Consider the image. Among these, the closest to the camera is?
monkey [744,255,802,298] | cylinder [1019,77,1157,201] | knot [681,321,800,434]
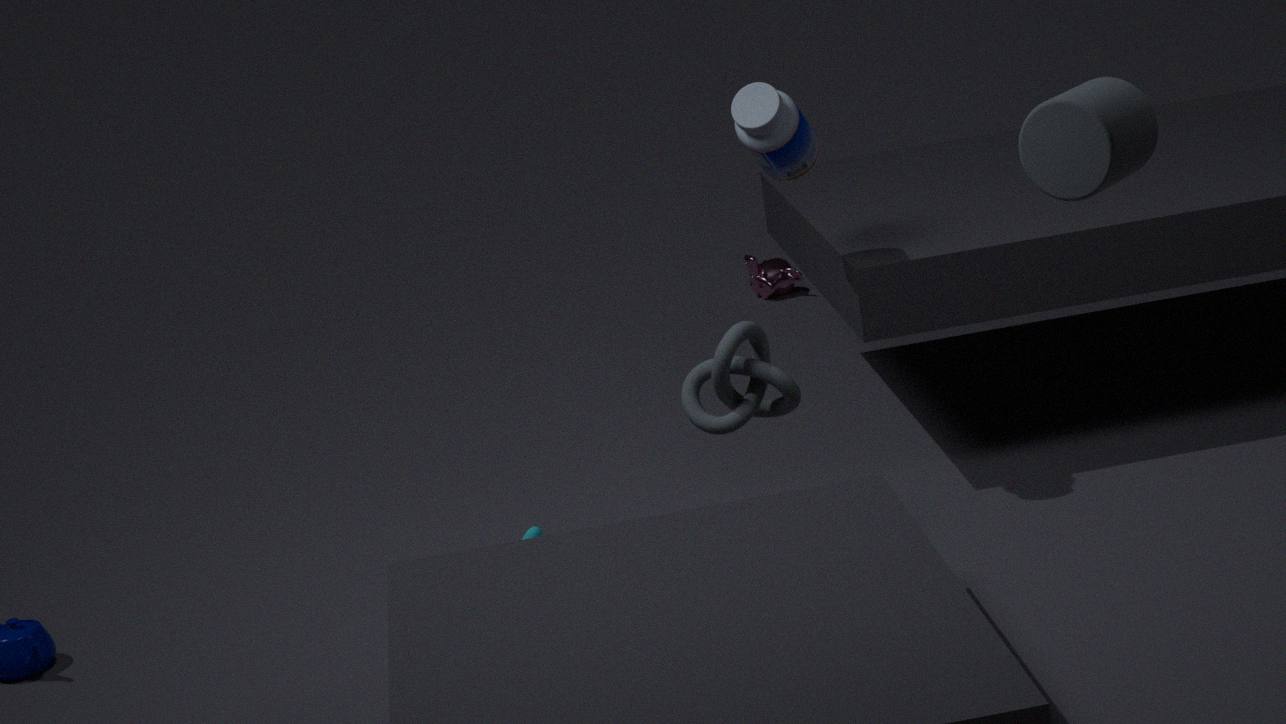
cylinder [1019,77,1157,201]
